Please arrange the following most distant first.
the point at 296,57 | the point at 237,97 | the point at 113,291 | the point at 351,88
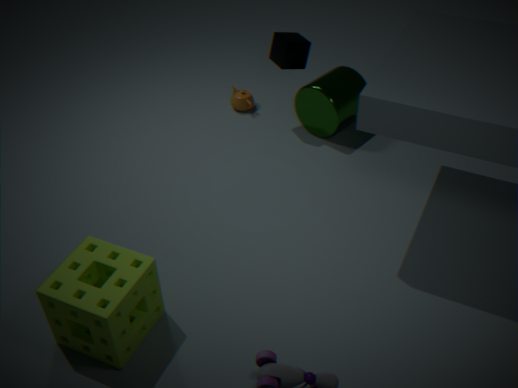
the point at 237,97 < the point at 351,88 < the point at 296,57 < the point at 113,291
